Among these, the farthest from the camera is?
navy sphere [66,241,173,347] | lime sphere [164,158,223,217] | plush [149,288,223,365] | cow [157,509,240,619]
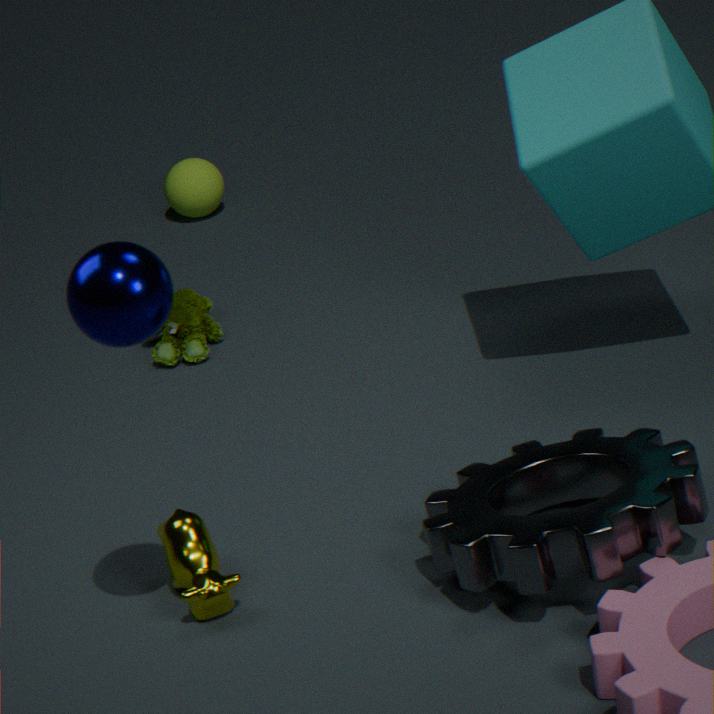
lime sphere [164,158,223,217]
